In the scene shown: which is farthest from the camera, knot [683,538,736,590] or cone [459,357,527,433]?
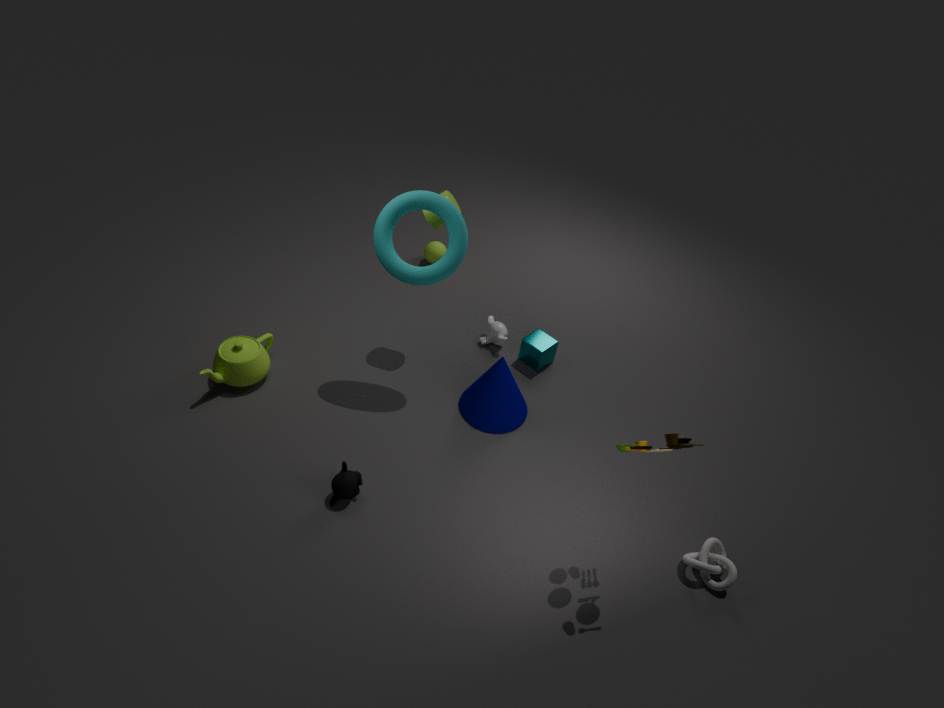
cone [459,357,527,433]
